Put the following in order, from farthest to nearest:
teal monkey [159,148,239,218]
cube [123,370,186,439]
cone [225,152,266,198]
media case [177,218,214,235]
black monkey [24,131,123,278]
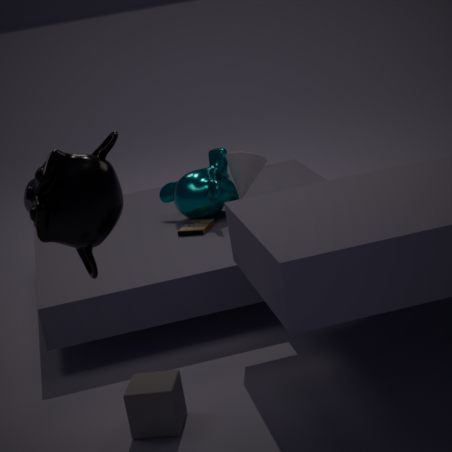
cone [225,152,266,198] < teal monkey [159,148,239,218] < media case [177,218,214,235] < cube [123,370,186,439] < black monkey [24,131,123,278]
